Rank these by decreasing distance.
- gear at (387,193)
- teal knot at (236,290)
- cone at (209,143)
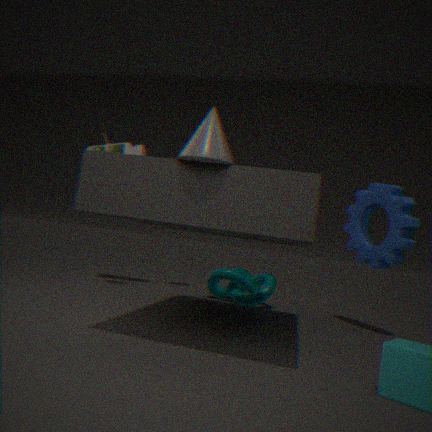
1. teal knot at (236,290)
2. gear at (387,193)
3. cone at (209,143)
